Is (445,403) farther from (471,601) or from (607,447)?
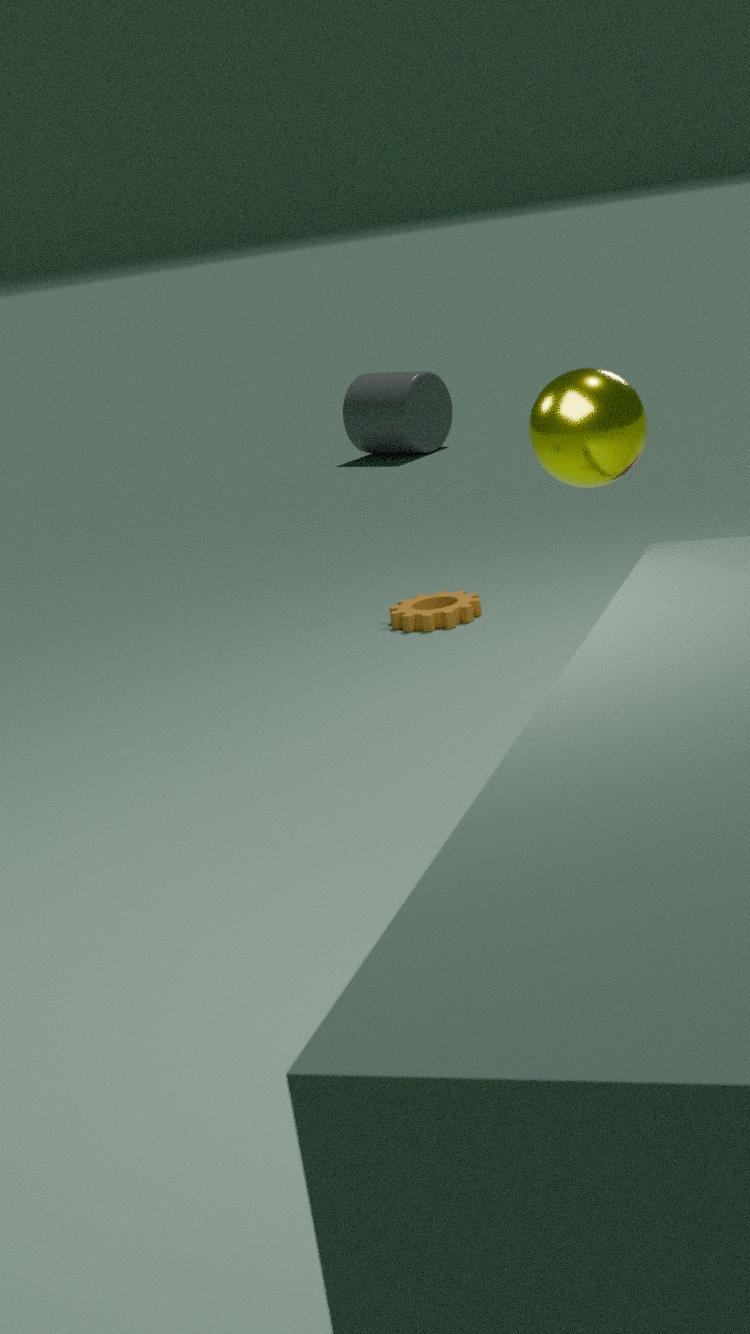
(607,447)
